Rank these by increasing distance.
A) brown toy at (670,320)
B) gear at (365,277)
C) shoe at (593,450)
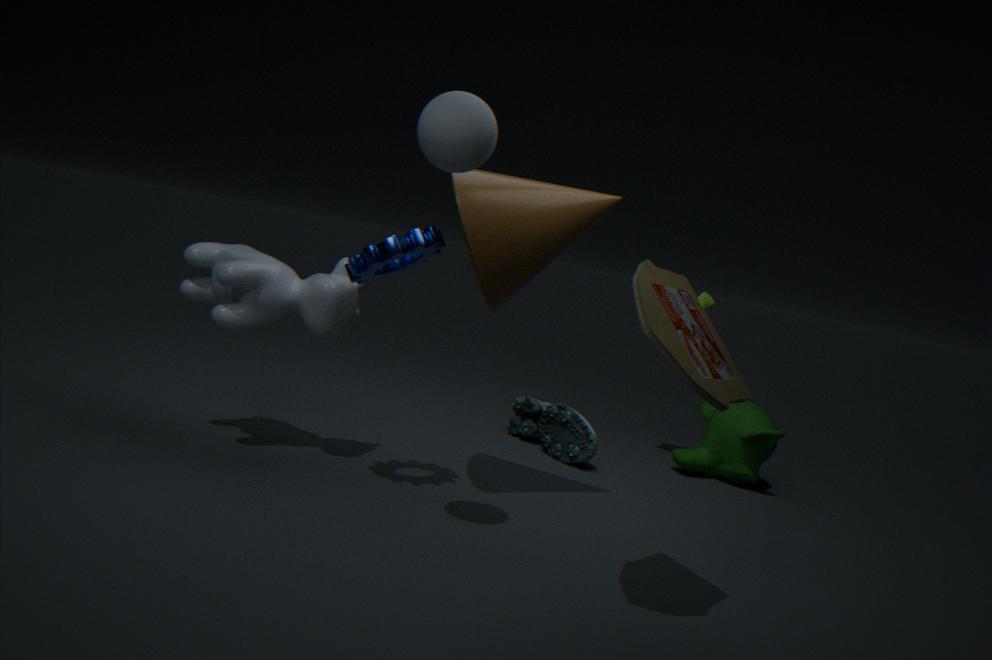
brown toy at (670,320)
gear at (365,277)
shoe at (593,450)
